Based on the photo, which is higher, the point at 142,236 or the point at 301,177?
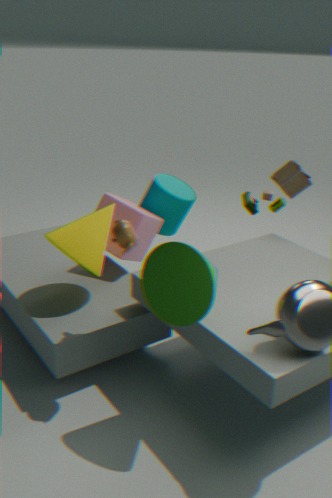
the point at 301,177
